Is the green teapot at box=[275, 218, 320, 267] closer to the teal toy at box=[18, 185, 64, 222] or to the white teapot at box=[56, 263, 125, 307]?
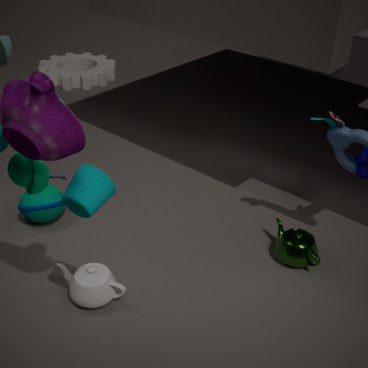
the white teapot at box=[56, 263, 125, 307]
